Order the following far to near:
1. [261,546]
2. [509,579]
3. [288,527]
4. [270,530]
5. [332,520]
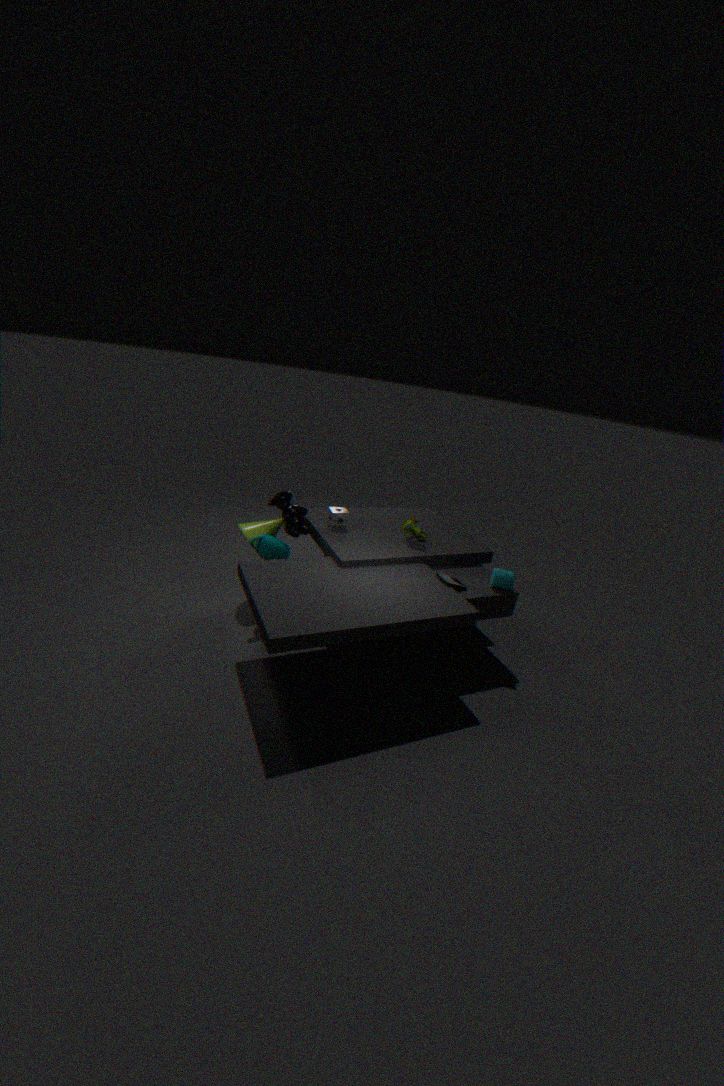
[332,520] → [270,530] → [288,527] → [261,546] → [509,579]
